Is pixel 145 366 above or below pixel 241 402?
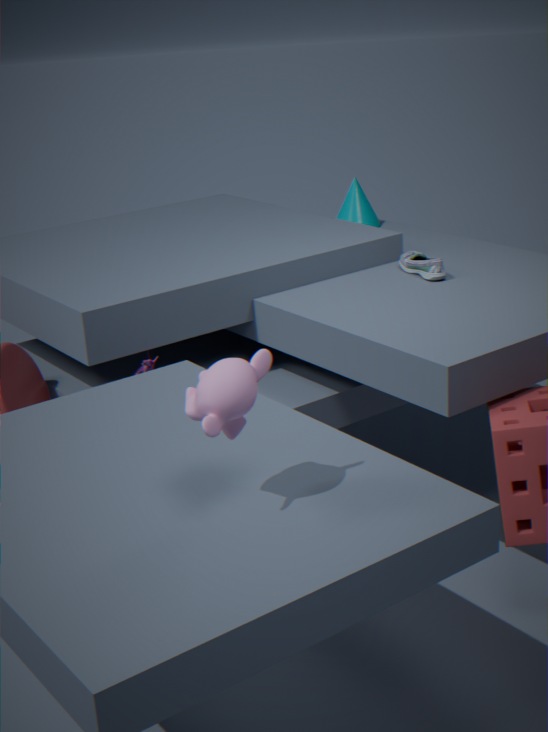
below
